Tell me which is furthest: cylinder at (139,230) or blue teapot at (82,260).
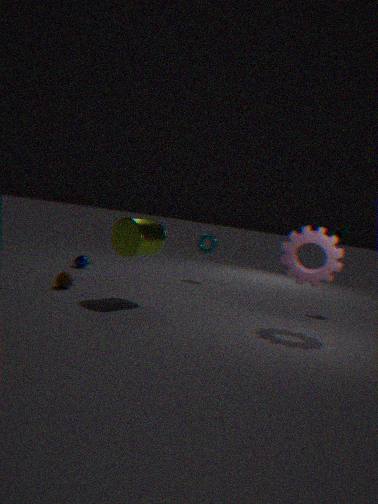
blue teapot at (82,260)
